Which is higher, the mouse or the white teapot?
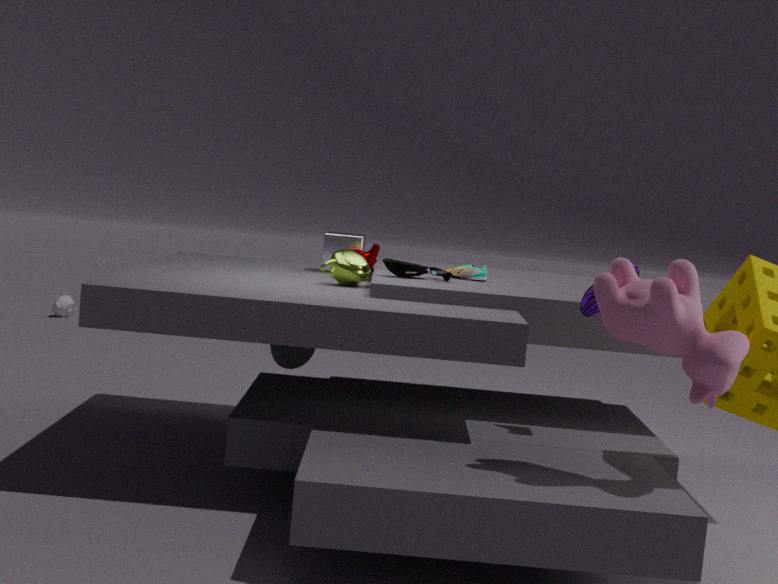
the mouse
